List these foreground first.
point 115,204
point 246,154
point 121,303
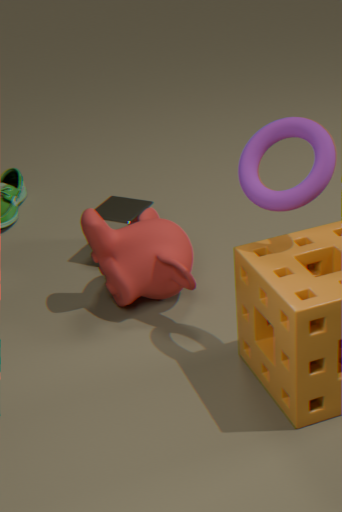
1. point 246,154
2. point 121,303
3. point 115,204
